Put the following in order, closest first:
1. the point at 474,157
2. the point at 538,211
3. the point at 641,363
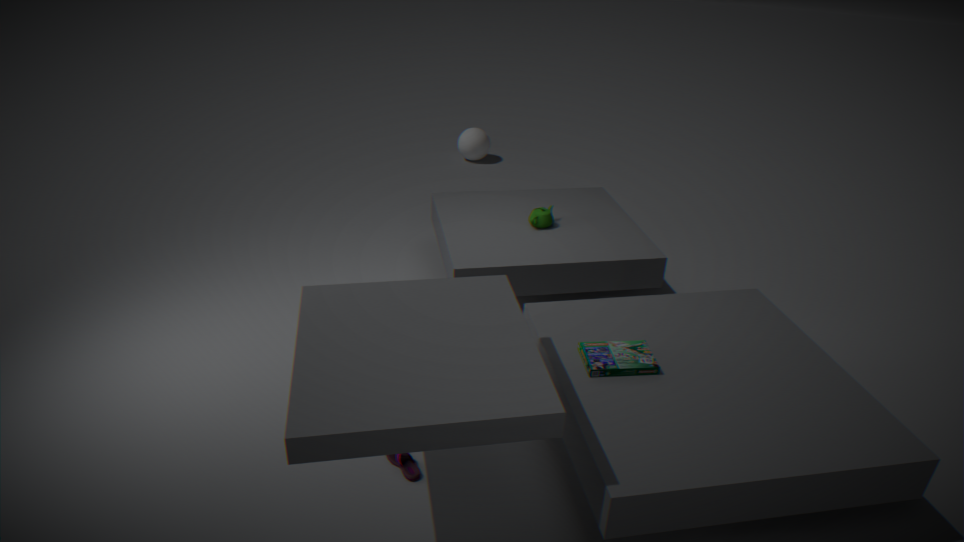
the point at 641,363, the point at 538,211, the point at 474,157
